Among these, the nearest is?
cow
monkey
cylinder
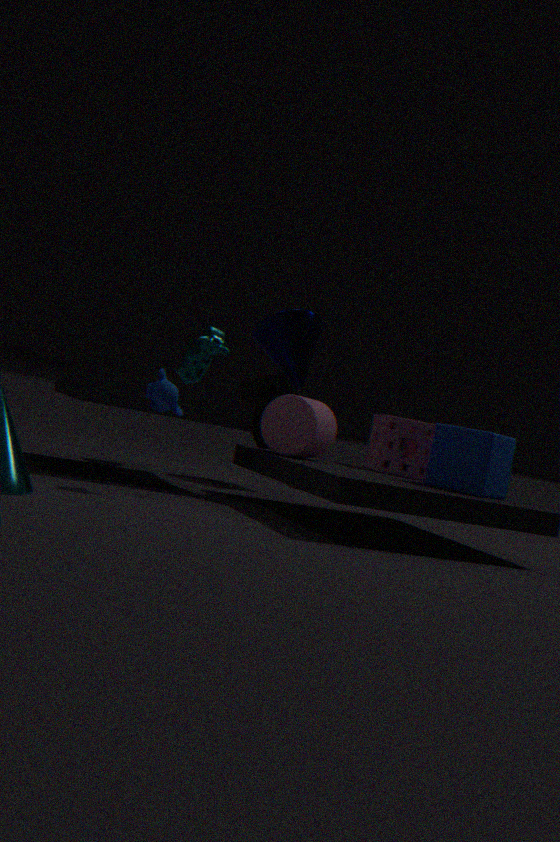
monkey
